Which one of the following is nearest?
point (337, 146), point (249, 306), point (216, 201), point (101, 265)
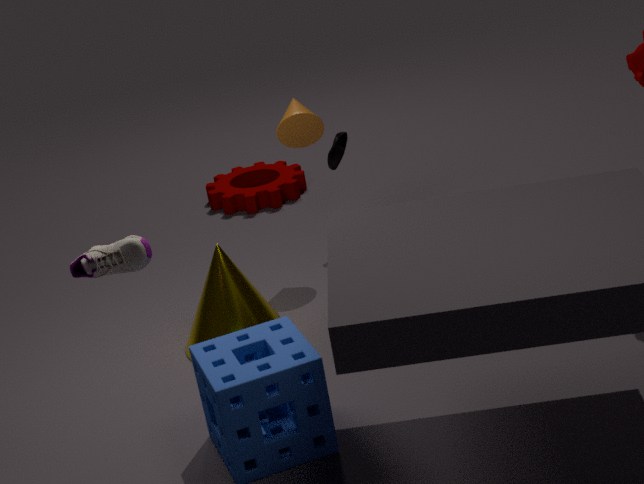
point (101, 265)
